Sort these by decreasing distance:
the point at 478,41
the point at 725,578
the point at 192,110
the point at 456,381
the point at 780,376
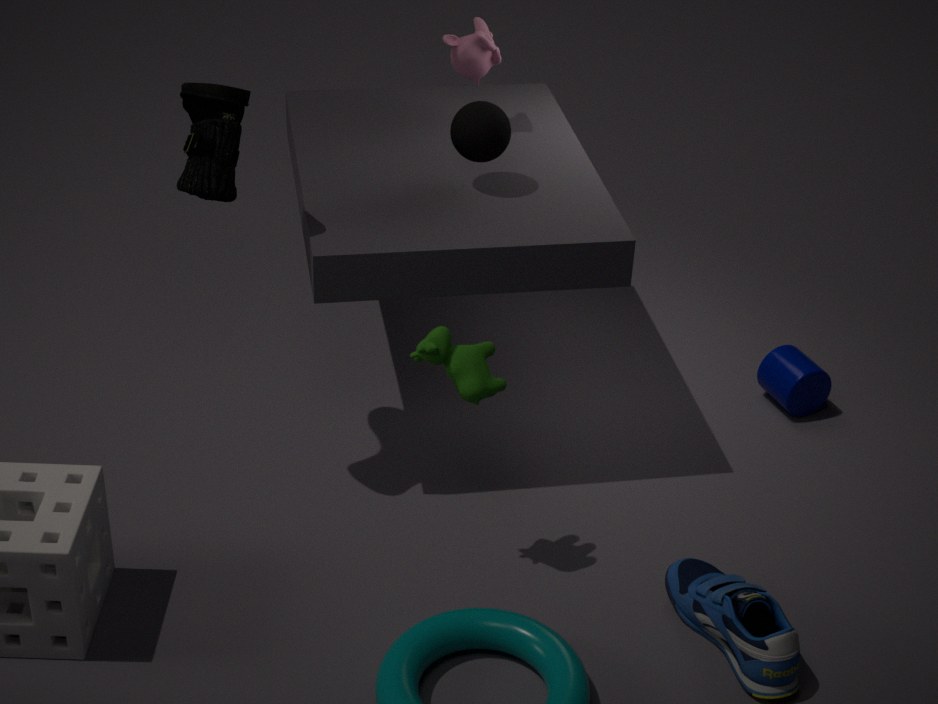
the point at 780,376 < the point at 478,41 < the point at 192,110 < the point at 725,578 < the point at 456,381
